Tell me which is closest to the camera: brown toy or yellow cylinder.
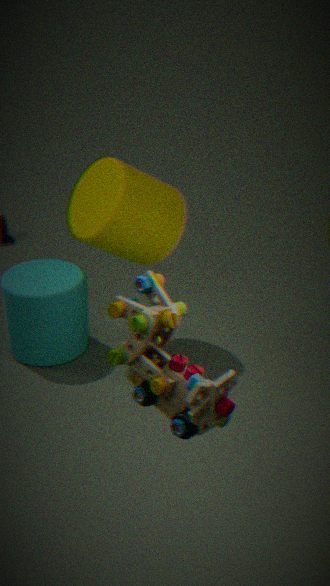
brown toy
